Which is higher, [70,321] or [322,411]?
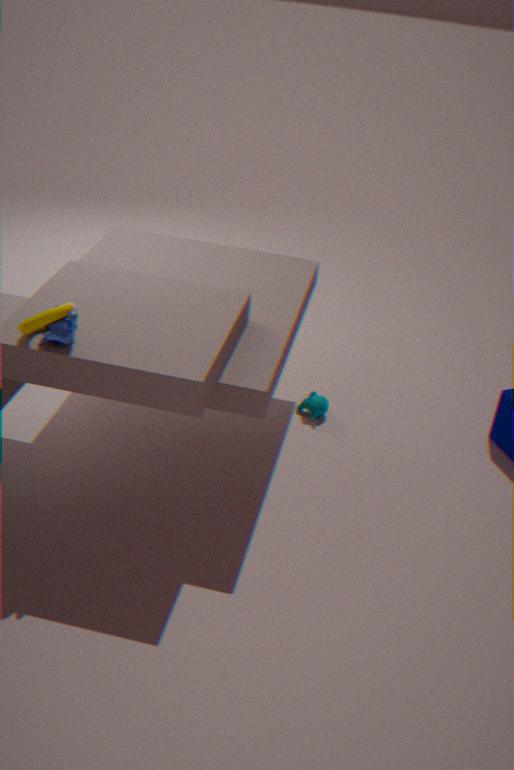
[70,321]
